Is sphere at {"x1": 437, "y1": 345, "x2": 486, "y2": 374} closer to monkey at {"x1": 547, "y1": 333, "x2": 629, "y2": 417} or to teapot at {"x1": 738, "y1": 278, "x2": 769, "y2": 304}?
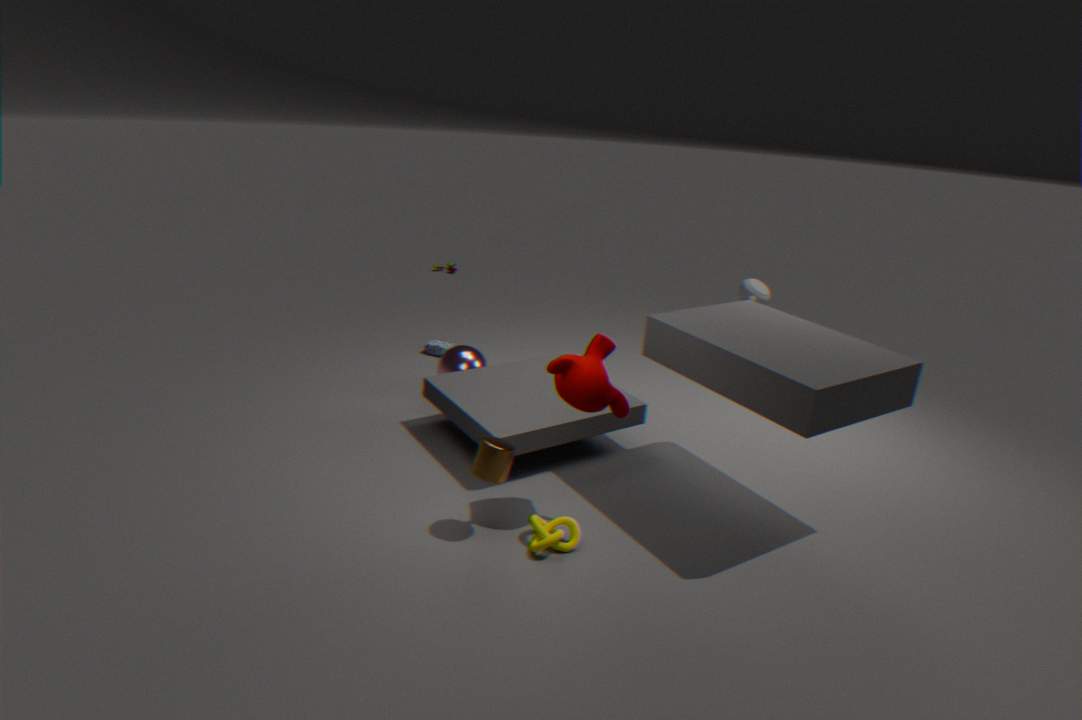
monkey at {"x1": 547, "y1": 333, "x2": 629, "y2": 417}
